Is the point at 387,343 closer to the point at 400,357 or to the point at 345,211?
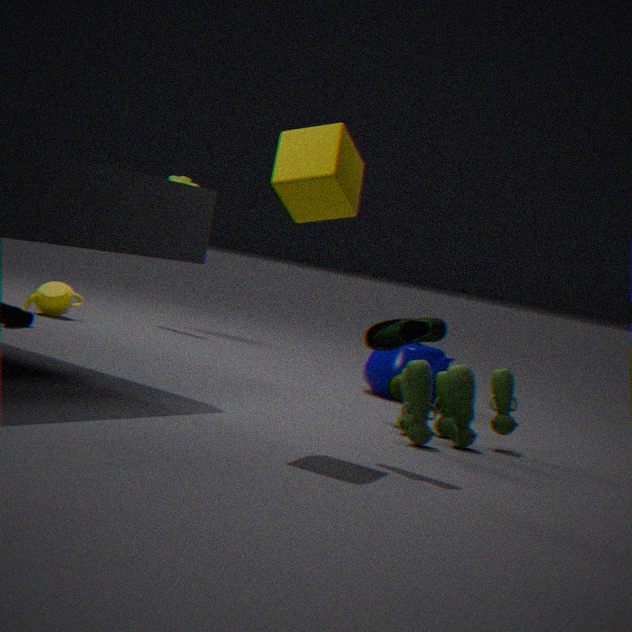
the point at 345,211
